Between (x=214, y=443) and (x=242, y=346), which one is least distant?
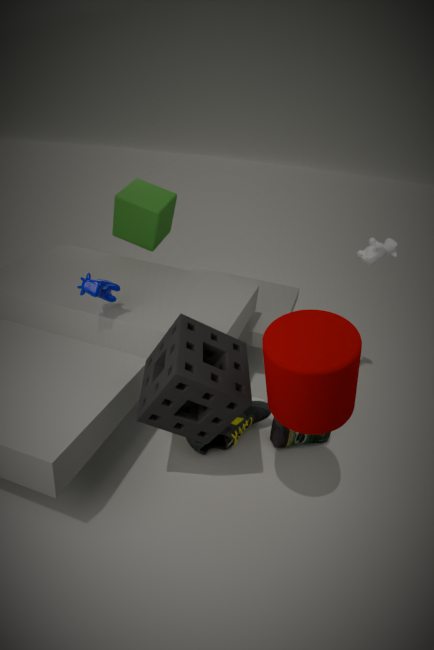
(x=242, y=346)
